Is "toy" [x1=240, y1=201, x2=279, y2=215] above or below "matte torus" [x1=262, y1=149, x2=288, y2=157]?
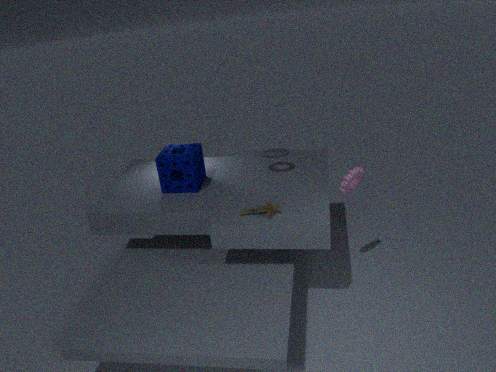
below
